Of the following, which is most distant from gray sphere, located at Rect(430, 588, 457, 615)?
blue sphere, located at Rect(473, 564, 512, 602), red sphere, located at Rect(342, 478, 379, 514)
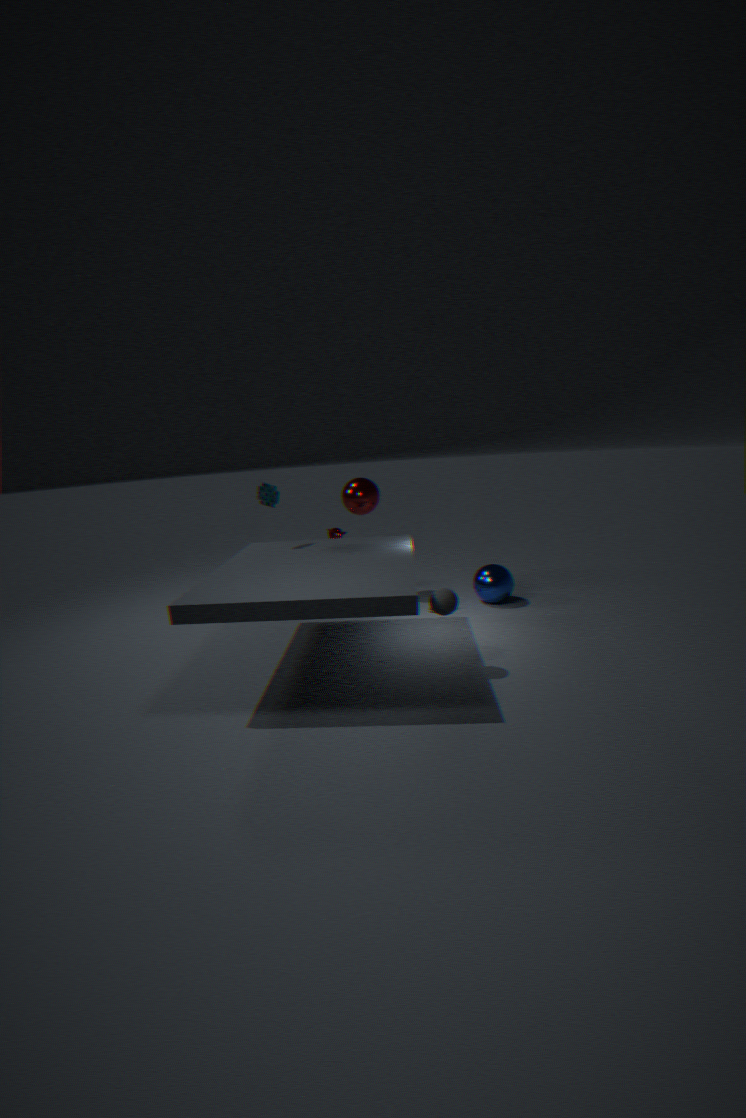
red sphere, located at Rect(342, 478, 379, 514)
